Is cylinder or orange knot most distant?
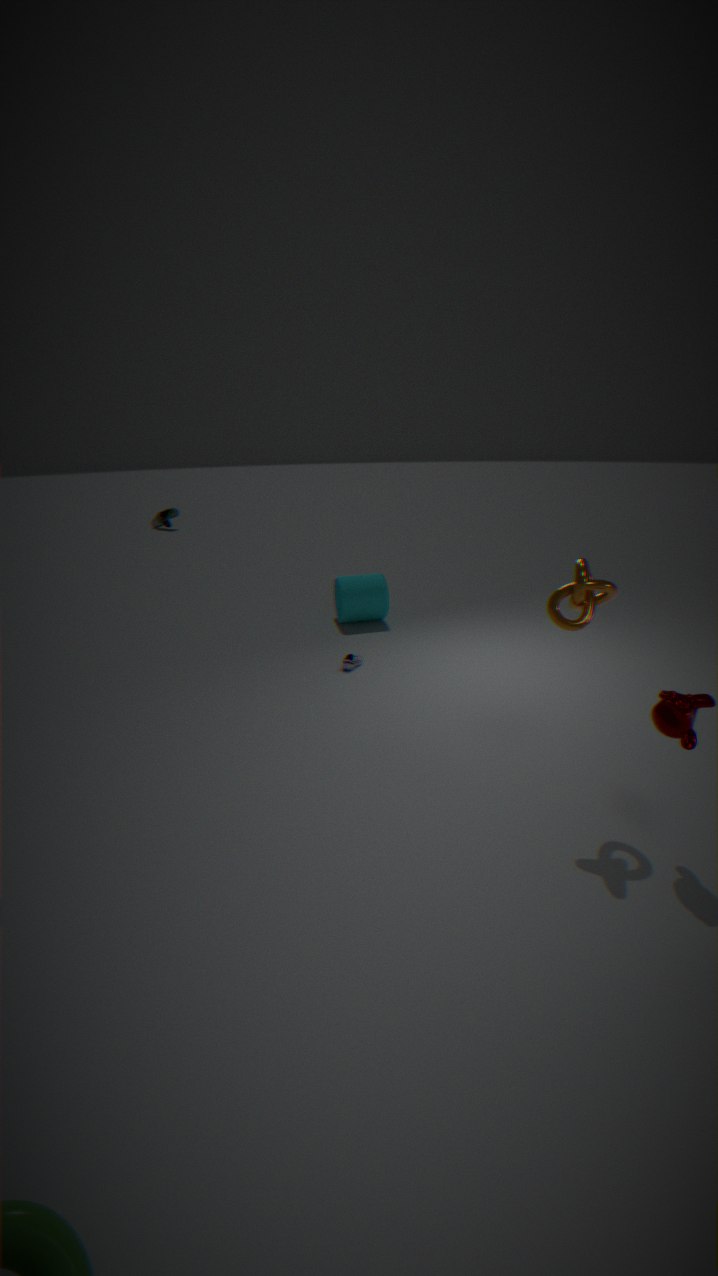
cylinder
